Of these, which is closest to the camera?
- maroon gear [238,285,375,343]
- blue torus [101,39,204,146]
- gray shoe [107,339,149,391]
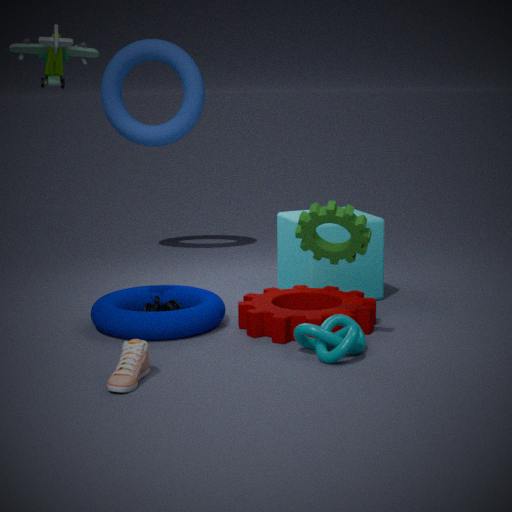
gray shoe [107,339,149,391]
